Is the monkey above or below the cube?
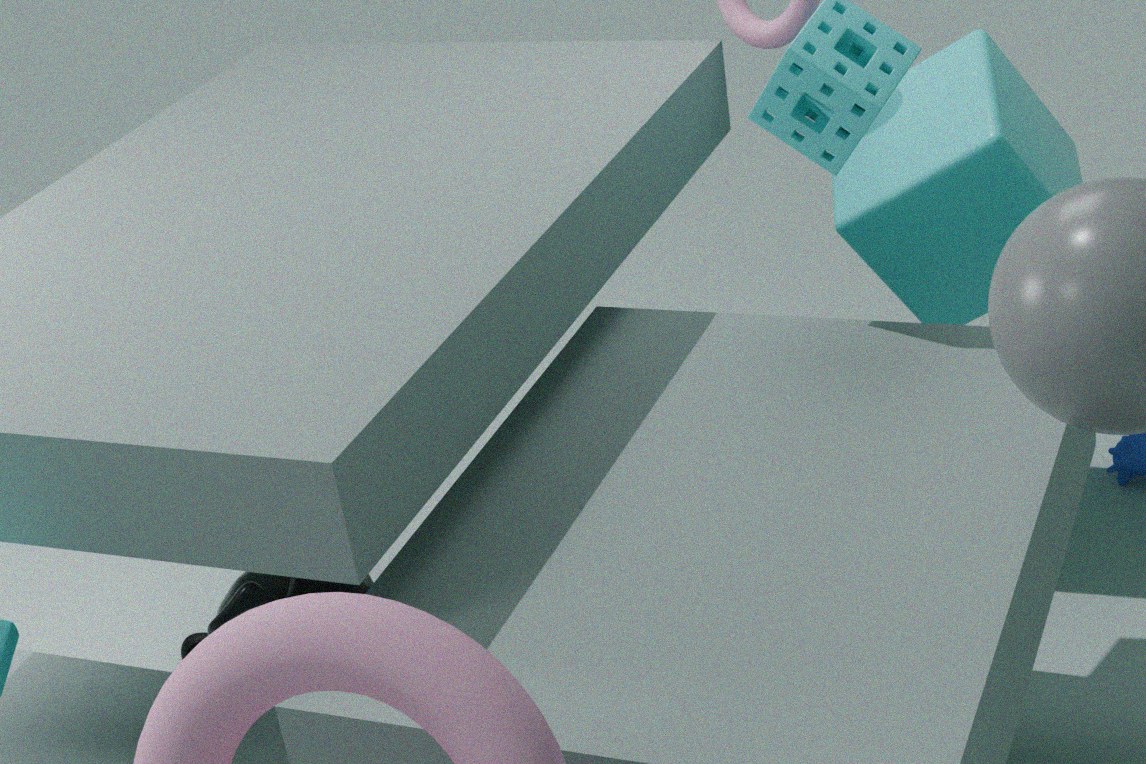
below
